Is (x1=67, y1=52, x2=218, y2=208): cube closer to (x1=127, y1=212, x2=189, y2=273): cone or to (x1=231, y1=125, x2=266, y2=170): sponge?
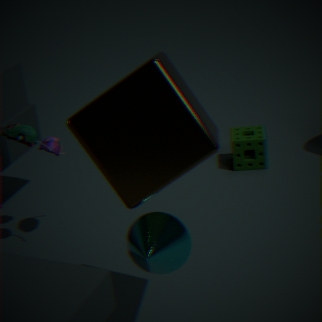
(x1=127, y1=212, x2=189, y2=273): cone
